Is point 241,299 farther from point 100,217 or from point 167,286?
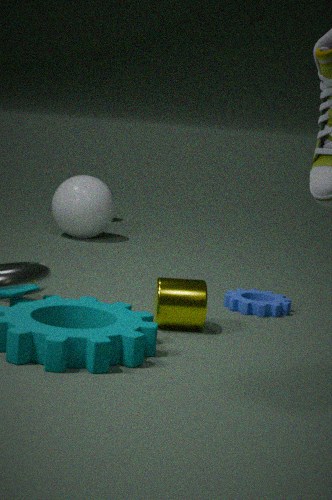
point 100,217
